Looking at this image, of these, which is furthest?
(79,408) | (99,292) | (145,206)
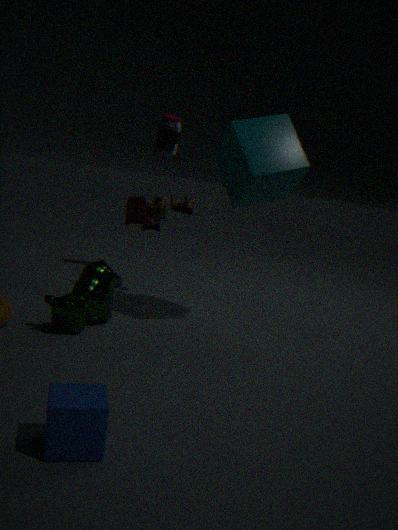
(145,206)
